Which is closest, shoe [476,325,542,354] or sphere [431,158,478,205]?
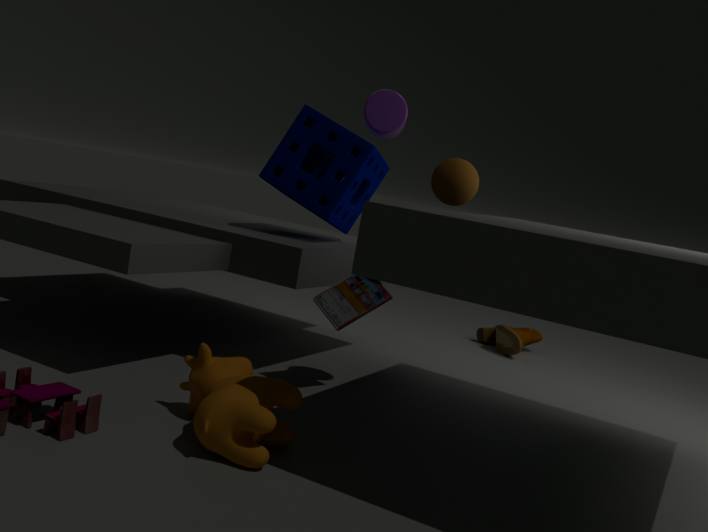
sphere [431,158,478,205]
